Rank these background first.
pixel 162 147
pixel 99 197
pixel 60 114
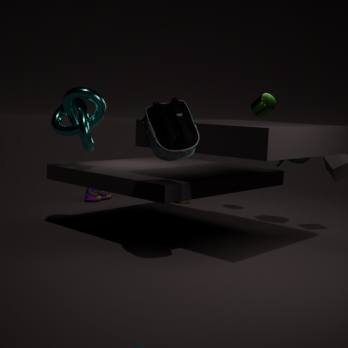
1. pixel 99 197
2. pixel 60 114
3. pixel 162 147
